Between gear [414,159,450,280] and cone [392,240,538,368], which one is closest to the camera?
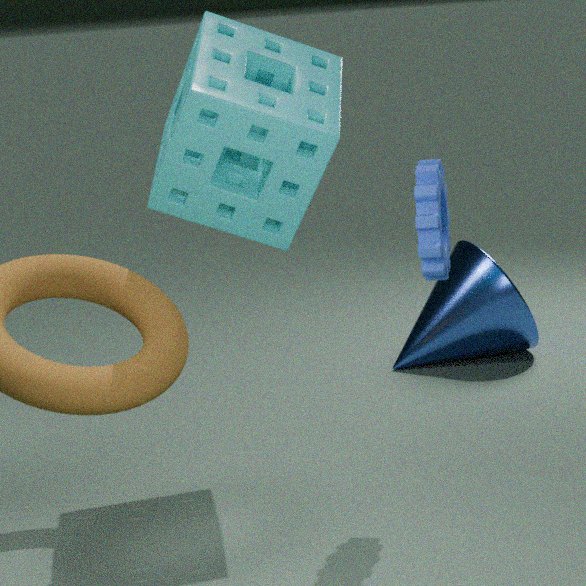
gear [414,159,450,280]
